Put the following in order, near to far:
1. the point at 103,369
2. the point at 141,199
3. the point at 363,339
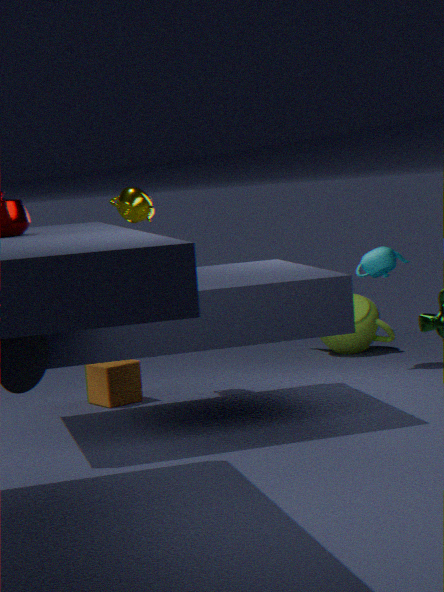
1. the point at 103,369
2. the point at 141,199
3. the point at 363,339
